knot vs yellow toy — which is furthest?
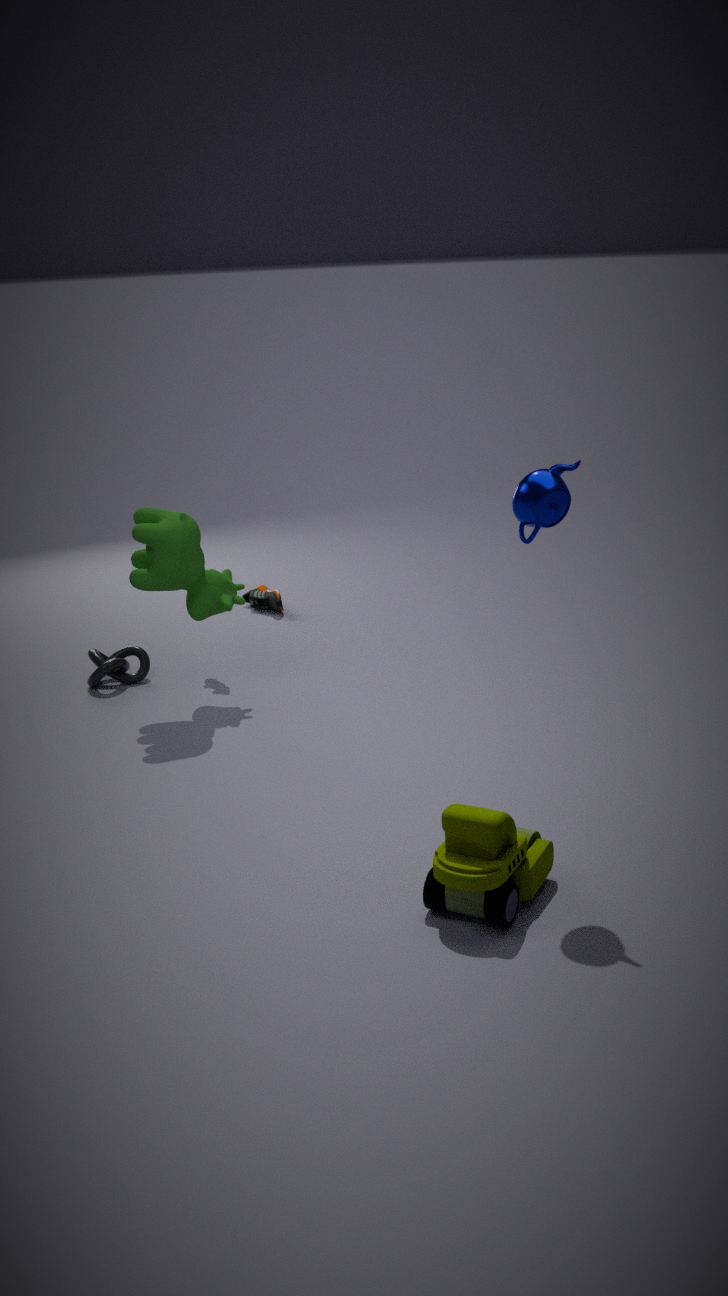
knot
